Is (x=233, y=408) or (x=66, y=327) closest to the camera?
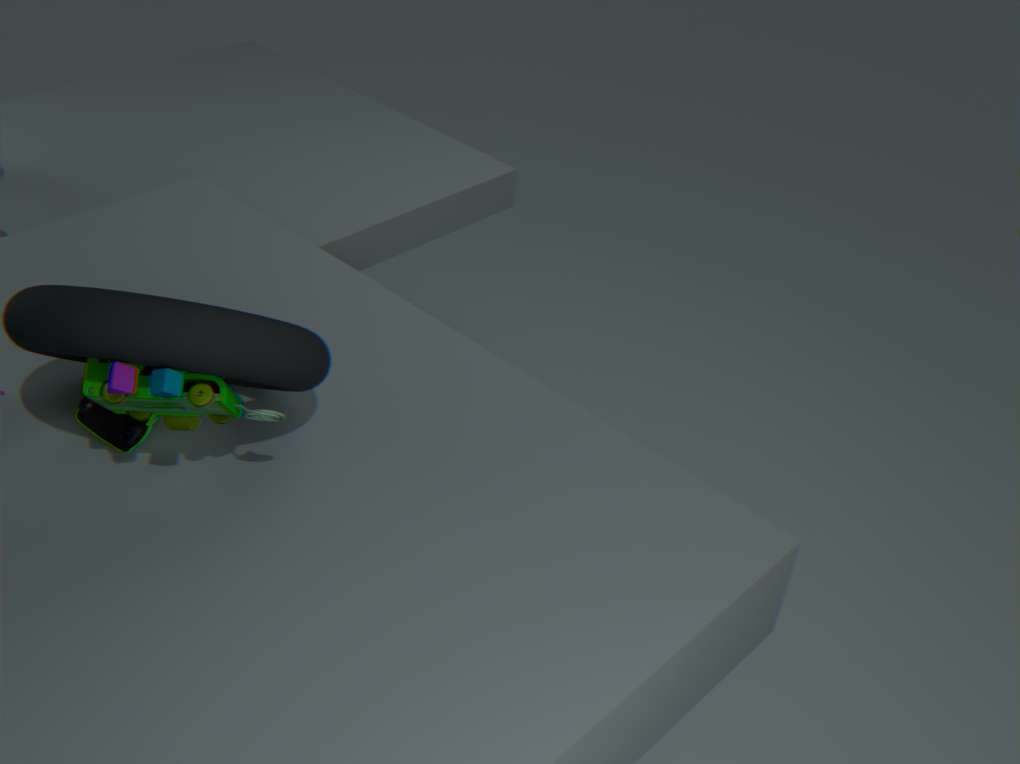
(x=66, y=327)
